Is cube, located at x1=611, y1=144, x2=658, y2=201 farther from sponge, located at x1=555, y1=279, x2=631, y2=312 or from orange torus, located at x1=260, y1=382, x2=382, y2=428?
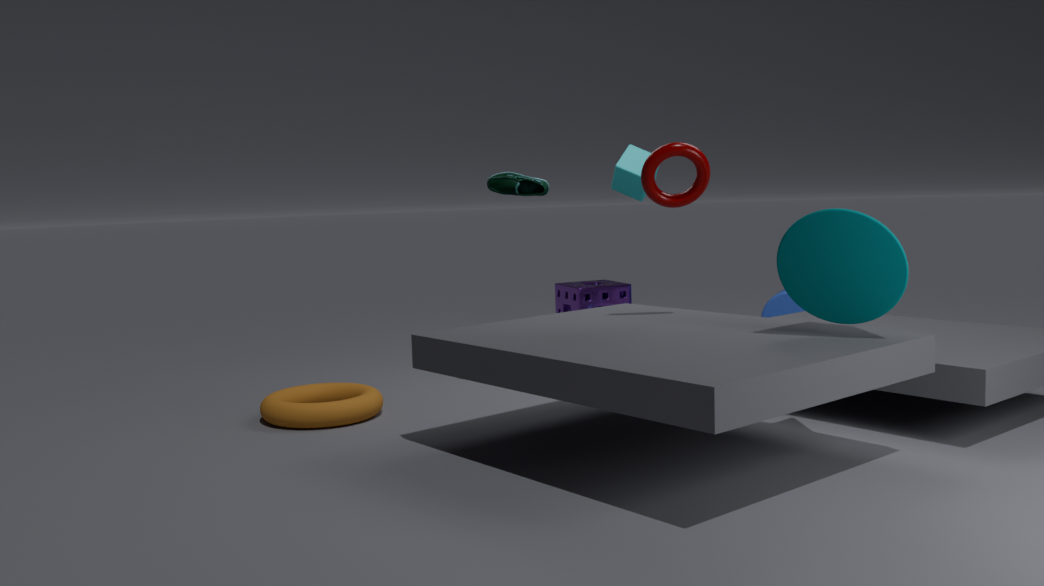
orange torus, located at x1=260, y1=382, x2=382, y2=428
